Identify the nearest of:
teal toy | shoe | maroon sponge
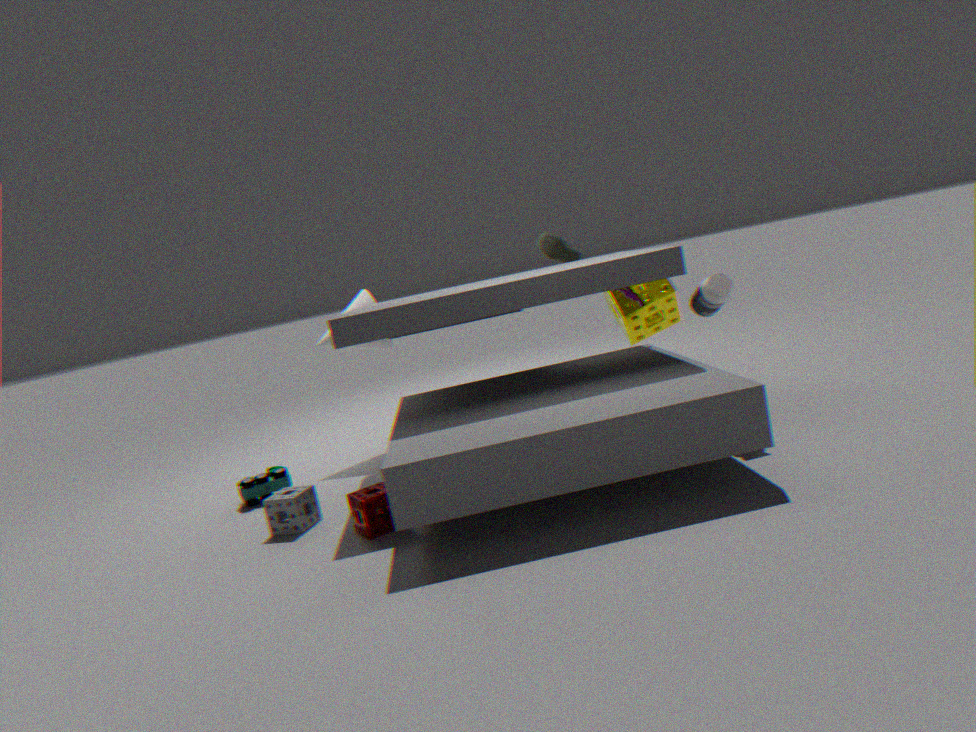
maroon sponge
